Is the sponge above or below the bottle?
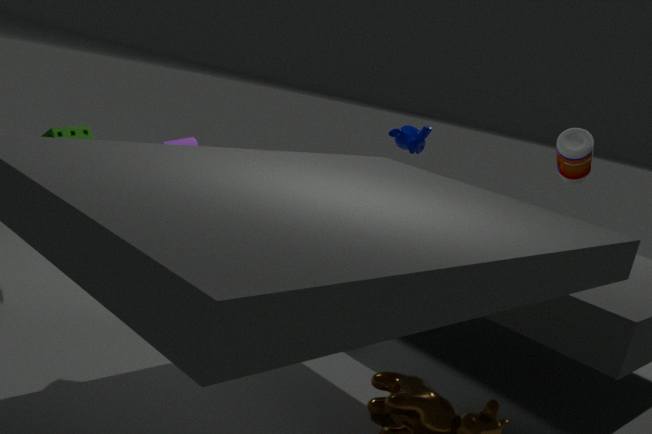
below
